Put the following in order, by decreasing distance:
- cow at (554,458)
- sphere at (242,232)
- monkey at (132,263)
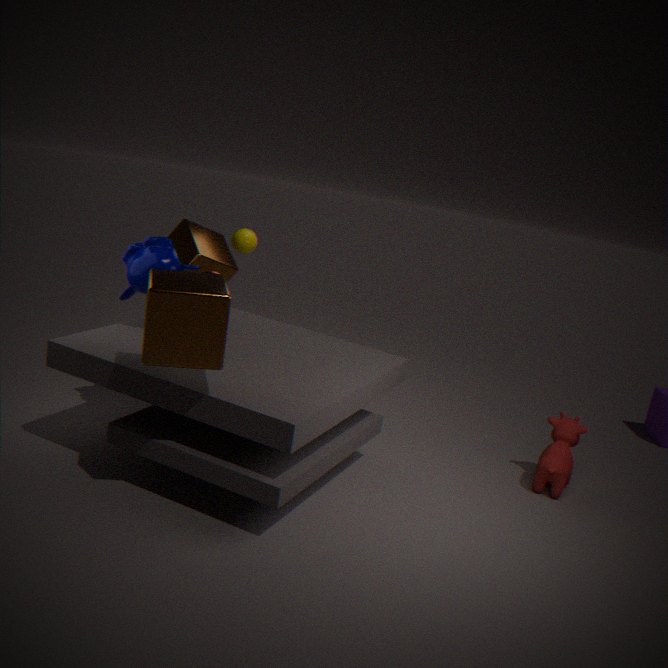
1. sphere at (242,232)
2. cow at (554,458)
3. monkey at (132,263)
